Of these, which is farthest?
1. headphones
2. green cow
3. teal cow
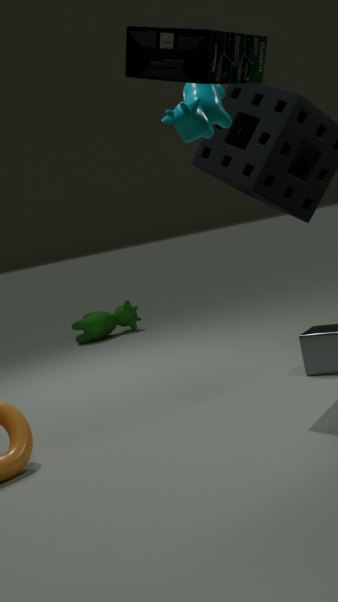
green cow
